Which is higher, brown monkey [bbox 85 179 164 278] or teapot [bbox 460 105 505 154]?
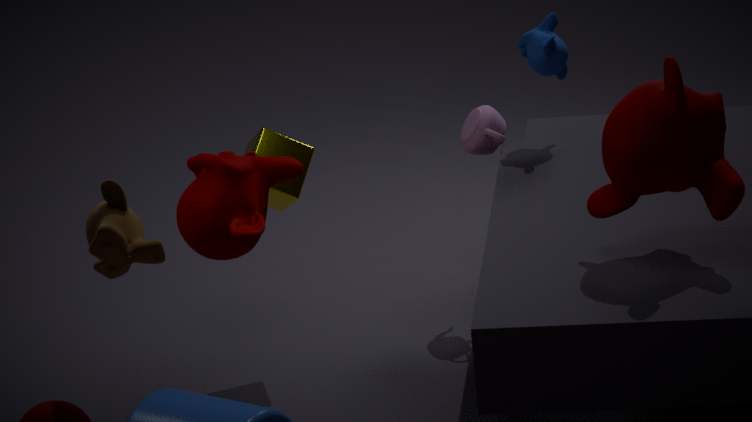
brown monkey [bbox 85 179 164 278]
